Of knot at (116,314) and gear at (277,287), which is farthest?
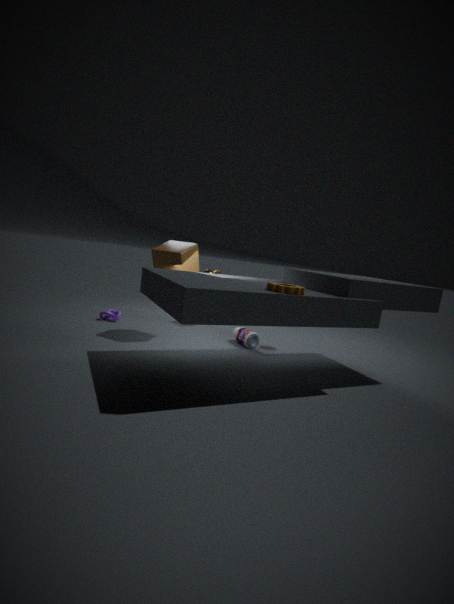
knot at (116,314)
